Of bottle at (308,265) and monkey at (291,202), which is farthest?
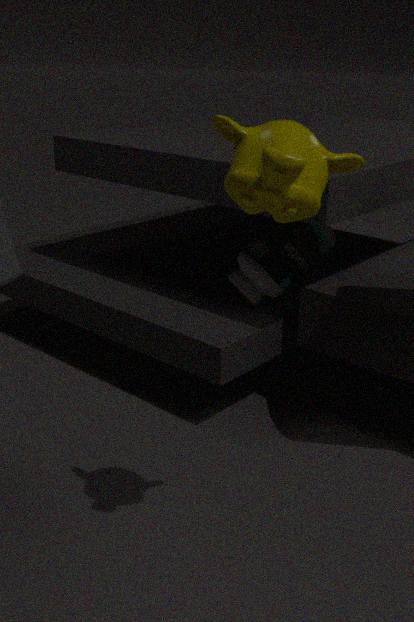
bottle at (308,265)
